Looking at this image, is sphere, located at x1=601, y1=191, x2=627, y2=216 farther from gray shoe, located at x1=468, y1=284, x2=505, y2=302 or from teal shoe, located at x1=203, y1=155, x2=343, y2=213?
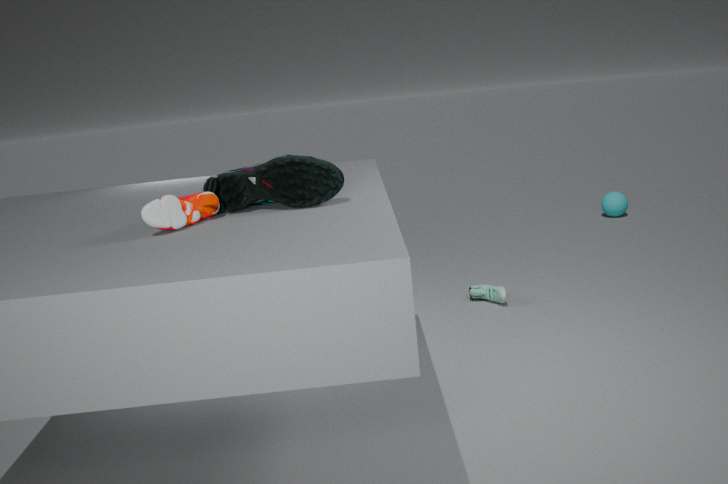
teal shoe, located at x1=203, y1=155, x2=343, y2=213
